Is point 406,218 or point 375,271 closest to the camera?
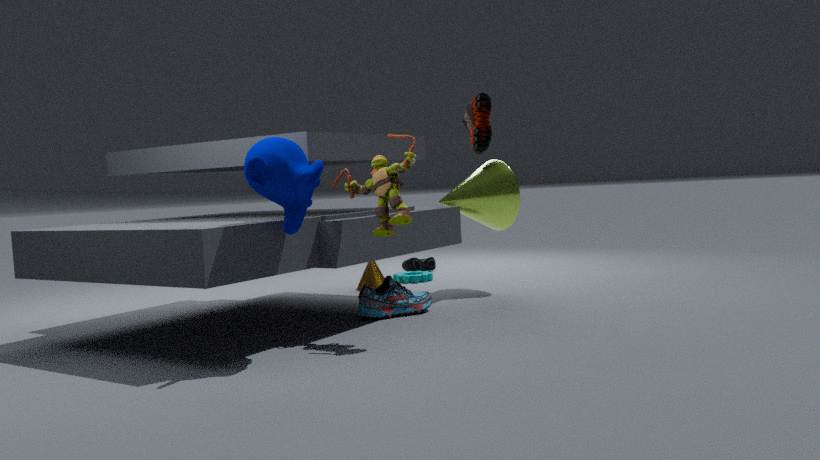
point 406,218
